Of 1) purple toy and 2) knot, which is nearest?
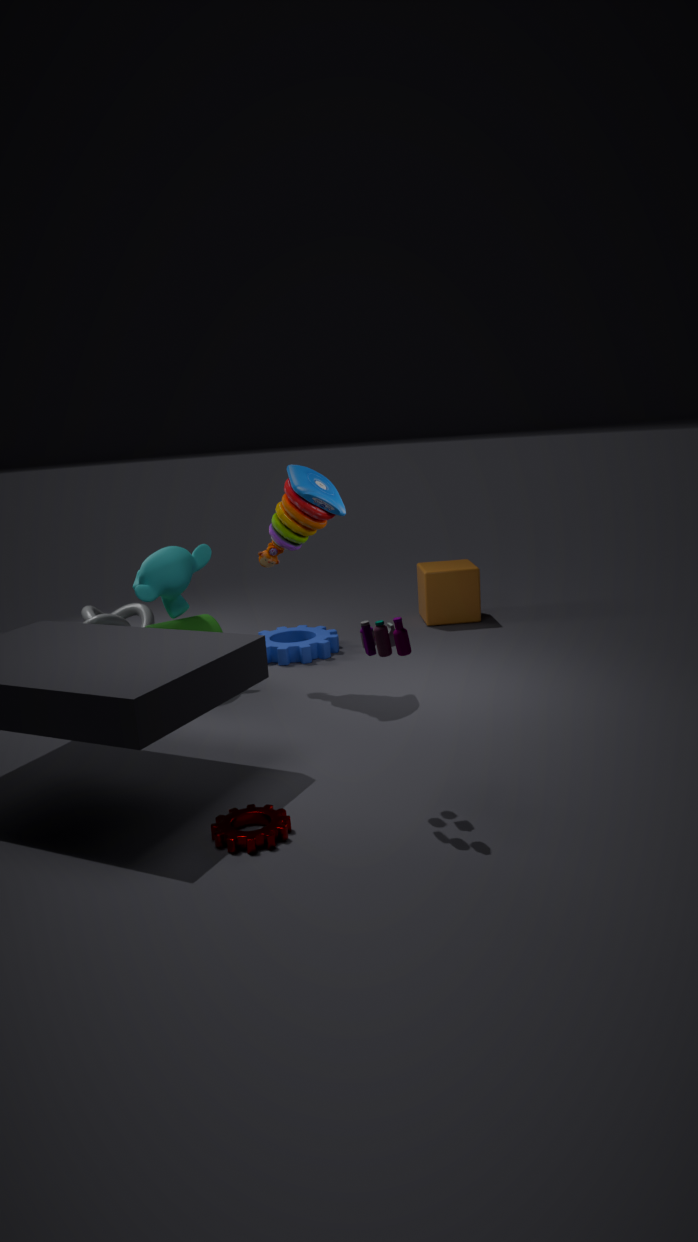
1. purple toy
